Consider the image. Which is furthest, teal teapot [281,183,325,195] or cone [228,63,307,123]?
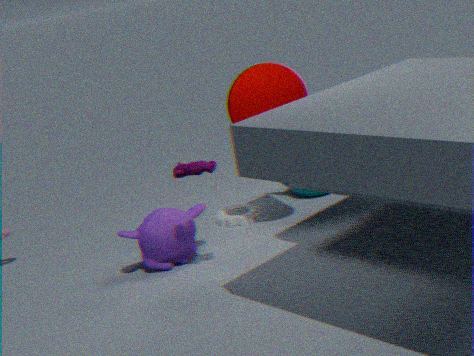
teal teapot [281,183,325,195]
